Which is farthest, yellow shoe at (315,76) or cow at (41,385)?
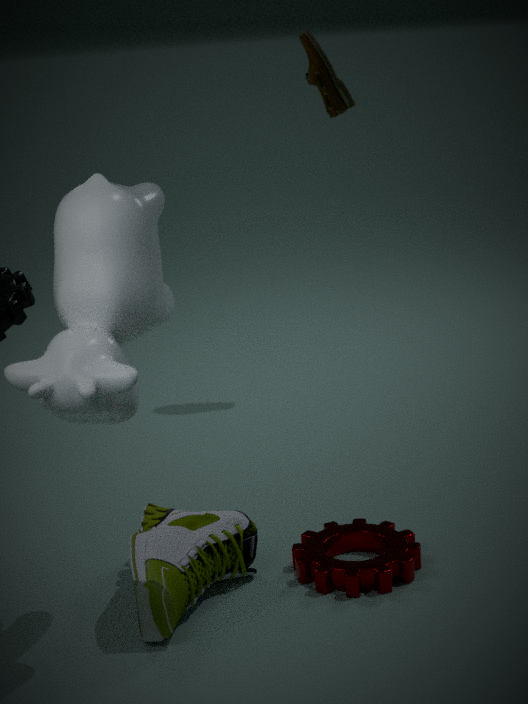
yellow shoe at (315,76)
